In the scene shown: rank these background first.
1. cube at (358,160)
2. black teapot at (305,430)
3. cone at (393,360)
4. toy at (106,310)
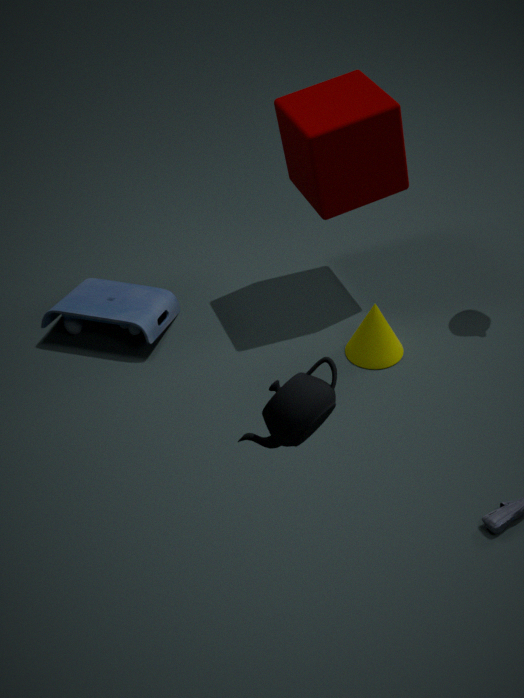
1. toy at (106,310)
2. cone at (393,360)
3. cube at (358,160)
4. black teapot at (305,430)
